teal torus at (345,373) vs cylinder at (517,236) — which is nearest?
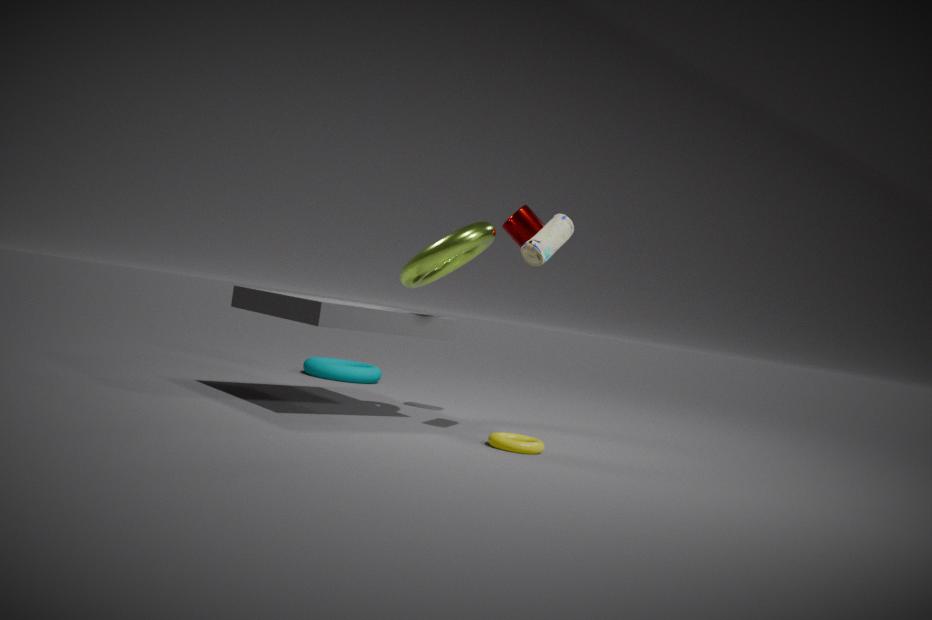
cylinder at (517,236)
